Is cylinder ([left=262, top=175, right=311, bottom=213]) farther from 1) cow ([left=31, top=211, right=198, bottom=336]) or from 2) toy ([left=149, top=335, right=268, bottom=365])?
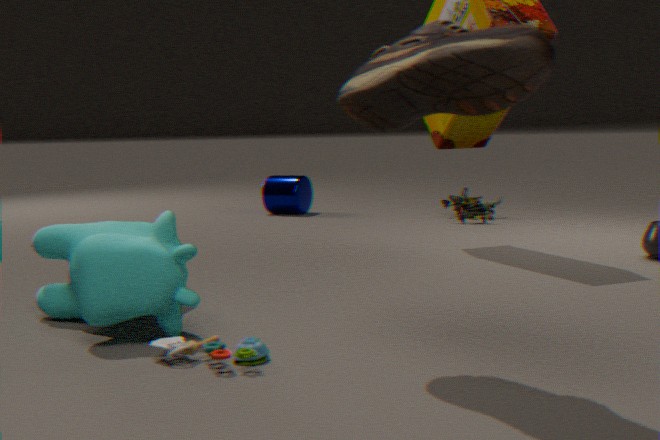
2) toy ([left=149, top=335, right=268, bottom=365])
